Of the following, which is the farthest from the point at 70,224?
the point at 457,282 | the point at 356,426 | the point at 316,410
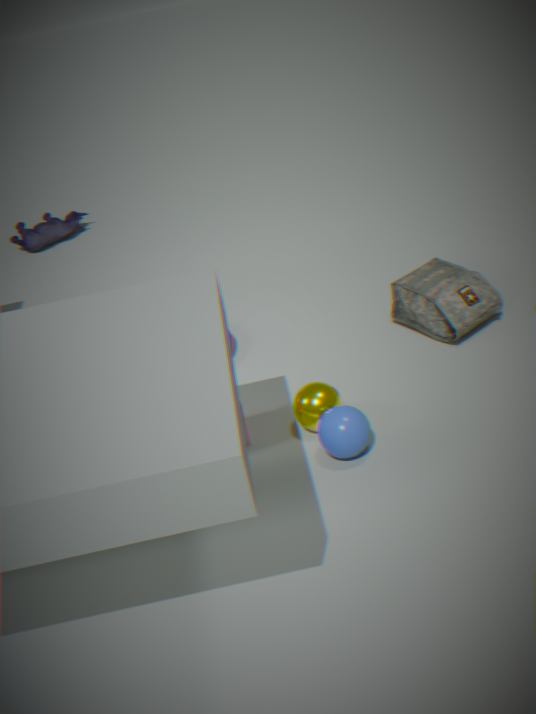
the point at 356,426
